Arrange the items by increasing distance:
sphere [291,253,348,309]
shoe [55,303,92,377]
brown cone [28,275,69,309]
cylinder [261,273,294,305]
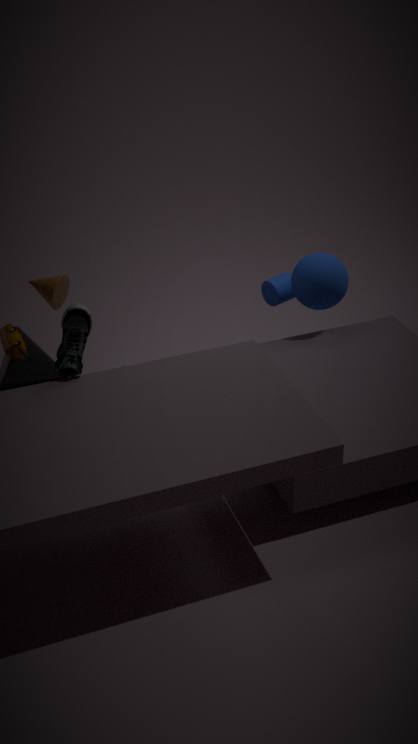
shoe [55,303,92,377] < brown cone [28,275,69,309] < sphere [291,253,348,309] < cylinder [261,273,294,305]
